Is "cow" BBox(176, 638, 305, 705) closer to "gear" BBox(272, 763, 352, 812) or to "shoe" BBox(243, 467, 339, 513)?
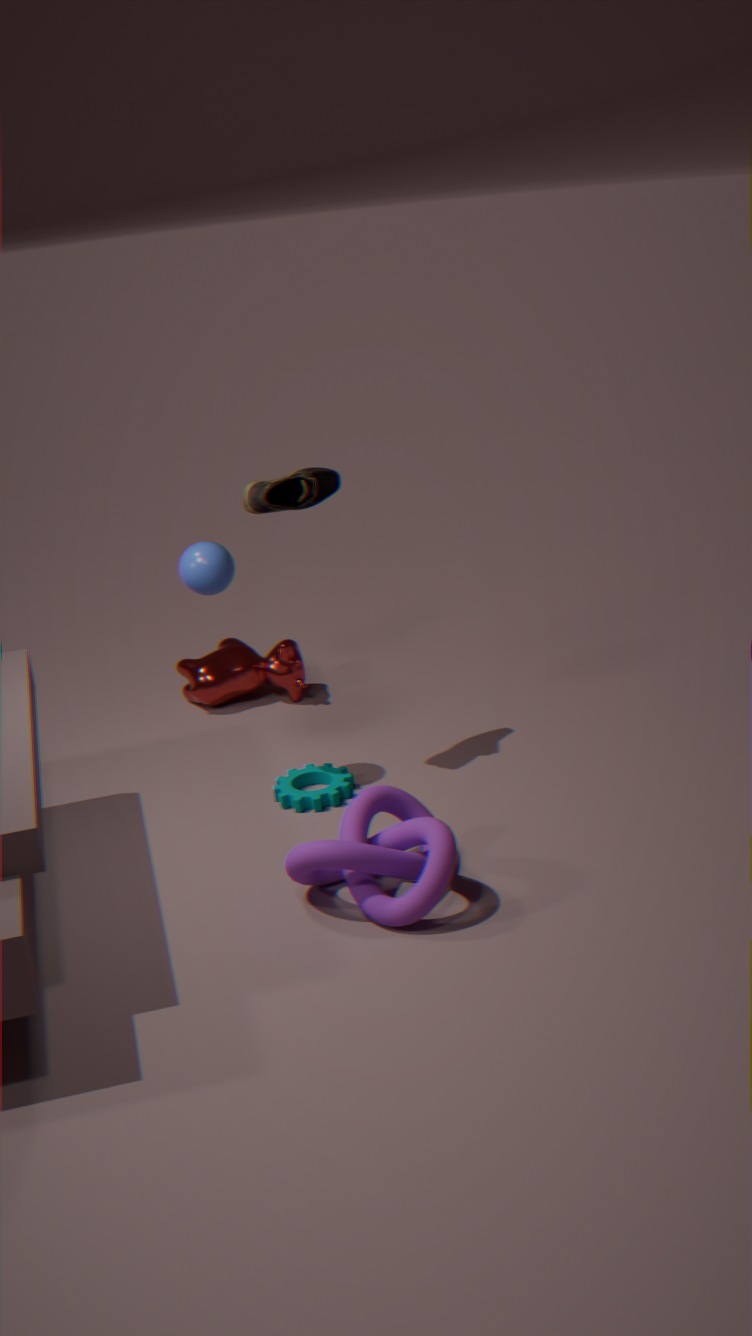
"gear" BBox(272, 763, 352, 812)
